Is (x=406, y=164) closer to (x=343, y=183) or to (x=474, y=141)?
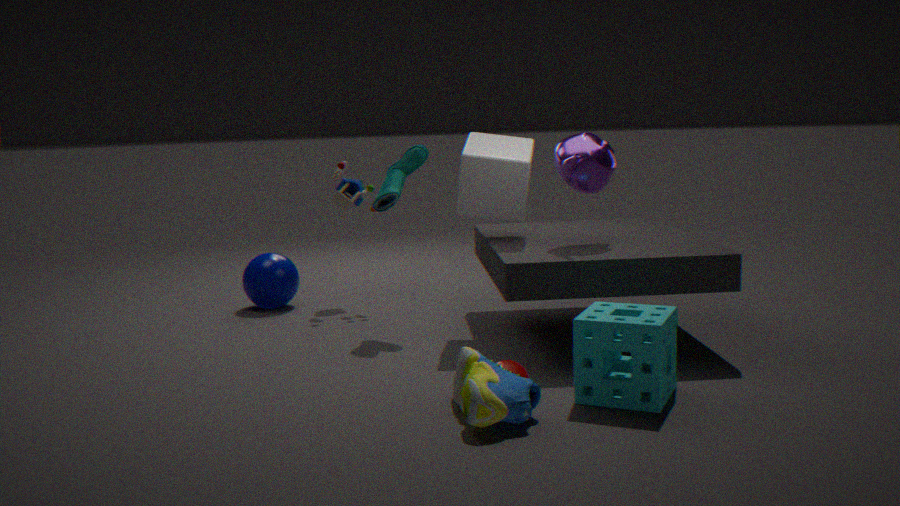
(x=474, y=141)
